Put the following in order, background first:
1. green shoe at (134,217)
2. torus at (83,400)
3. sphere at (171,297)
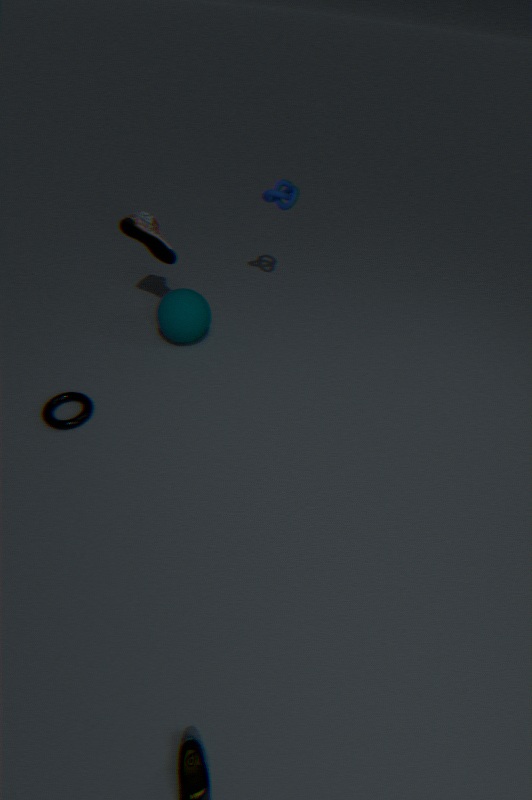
sphere at (171,297) < green shoe at (134,217) < torus at (83,400)
